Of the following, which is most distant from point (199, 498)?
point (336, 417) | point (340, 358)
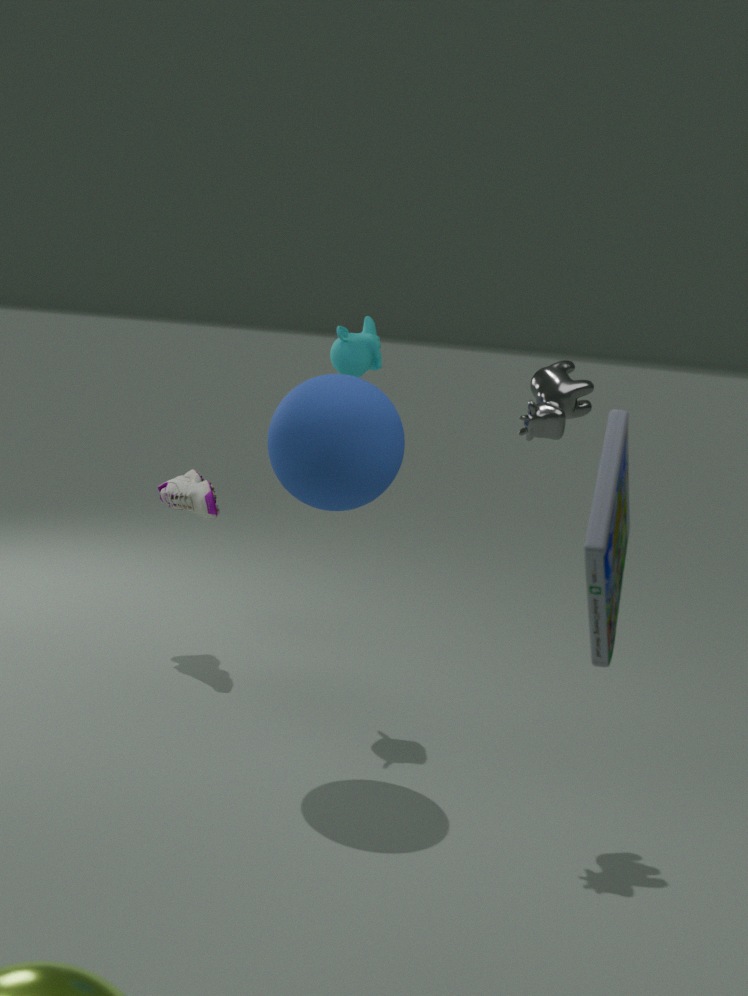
point (336, 417)
